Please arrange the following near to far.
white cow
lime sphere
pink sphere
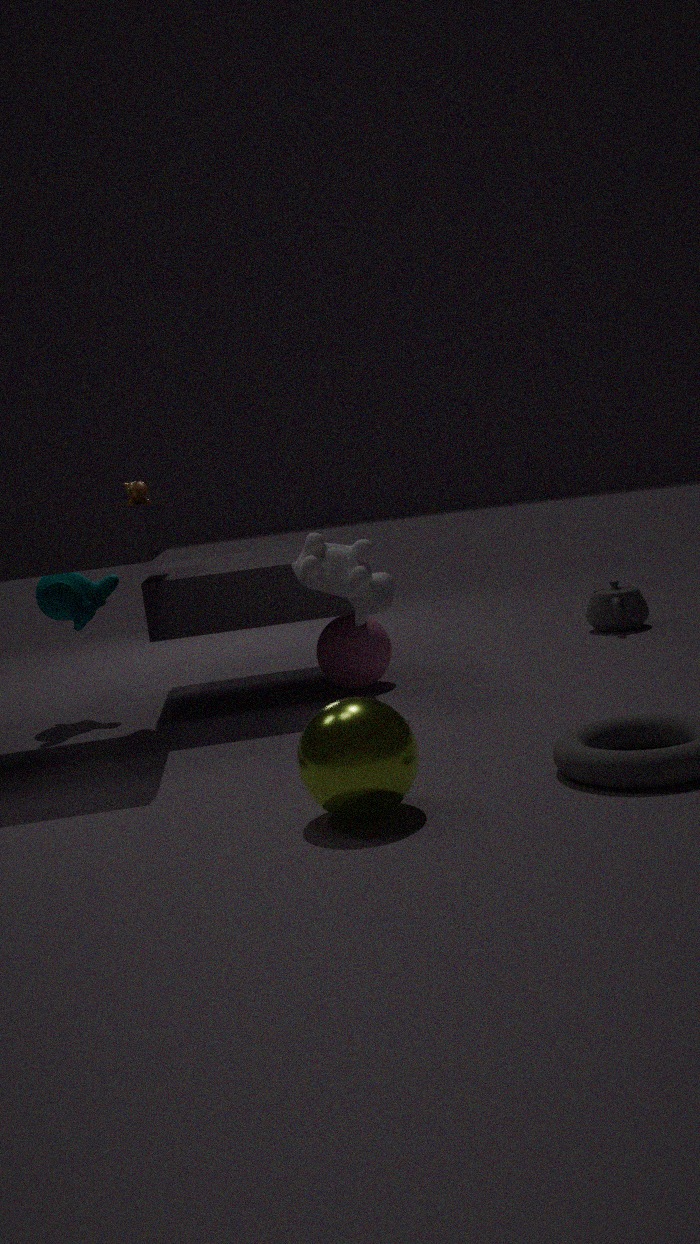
lime sphere < white cow < pink sphere
